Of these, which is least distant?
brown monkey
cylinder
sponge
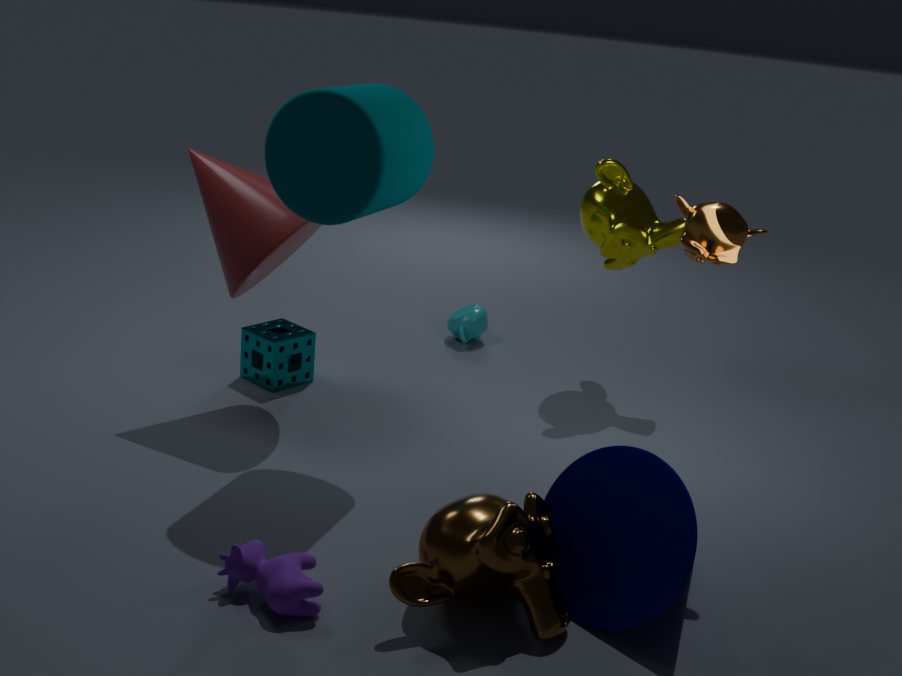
brown monkey
